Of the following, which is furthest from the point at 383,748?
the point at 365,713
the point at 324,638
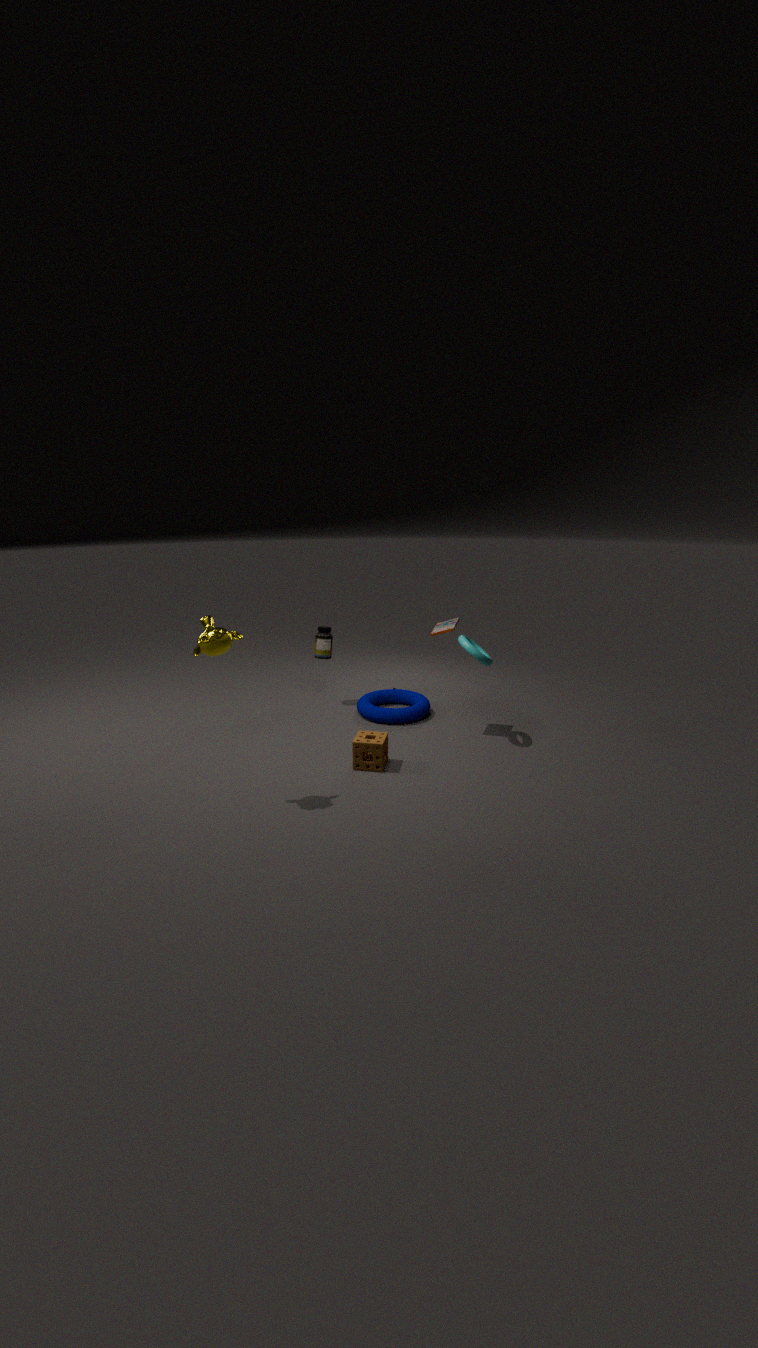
the point at 324,638
